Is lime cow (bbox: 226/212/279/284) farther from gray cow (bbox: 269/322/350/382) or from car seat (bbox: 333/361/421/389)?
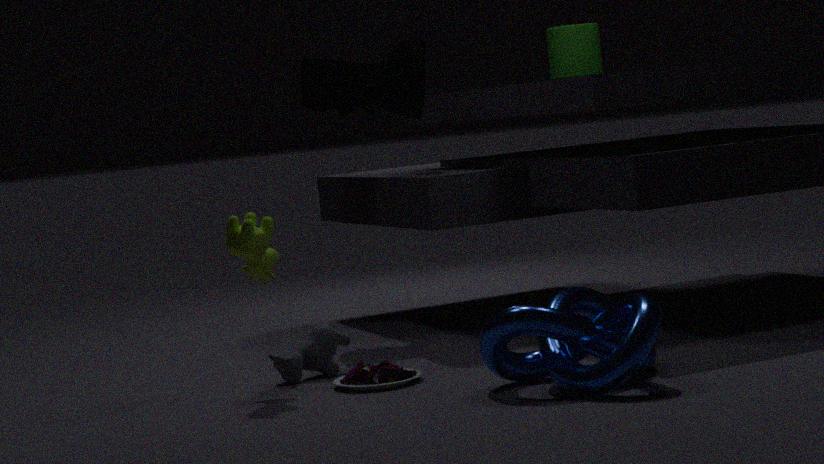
car seat (bbox: 333/361/421/389)
